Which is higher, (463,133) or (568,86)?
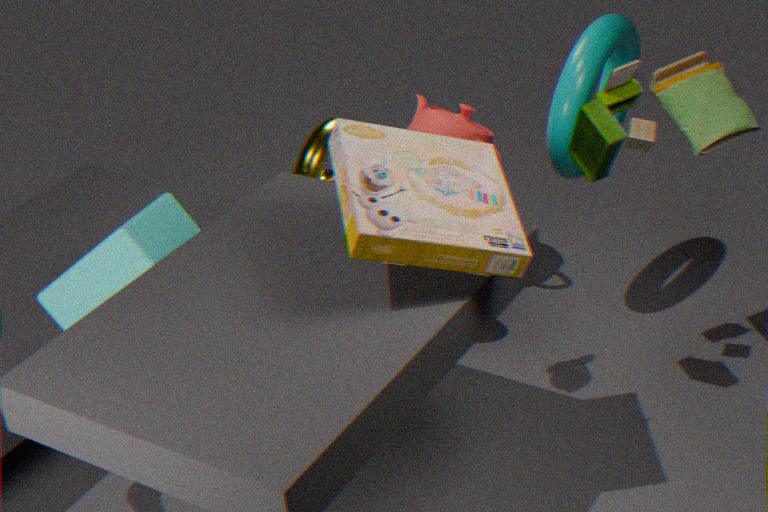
(568,86)
